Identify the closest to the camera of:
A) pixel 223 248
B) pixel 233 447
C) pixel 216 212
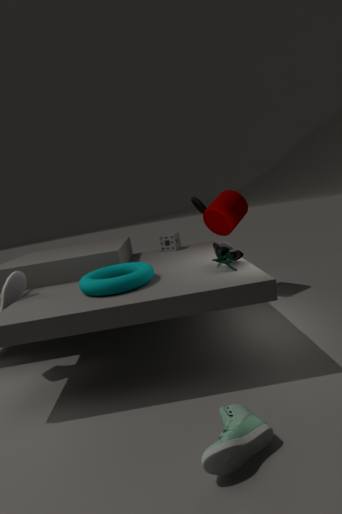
pixel 233 447
